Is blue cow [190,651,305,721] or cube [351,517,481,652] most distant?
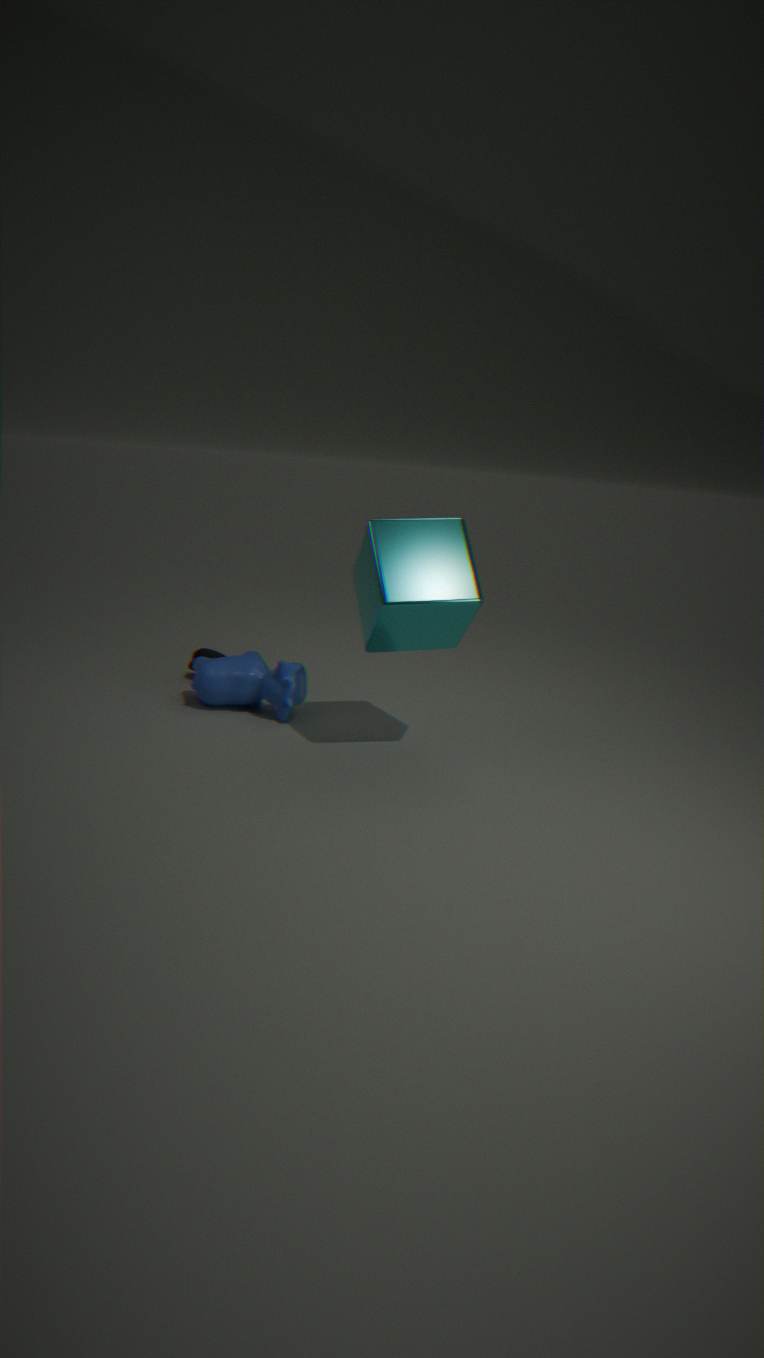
blue cow [190,651,305,721]
